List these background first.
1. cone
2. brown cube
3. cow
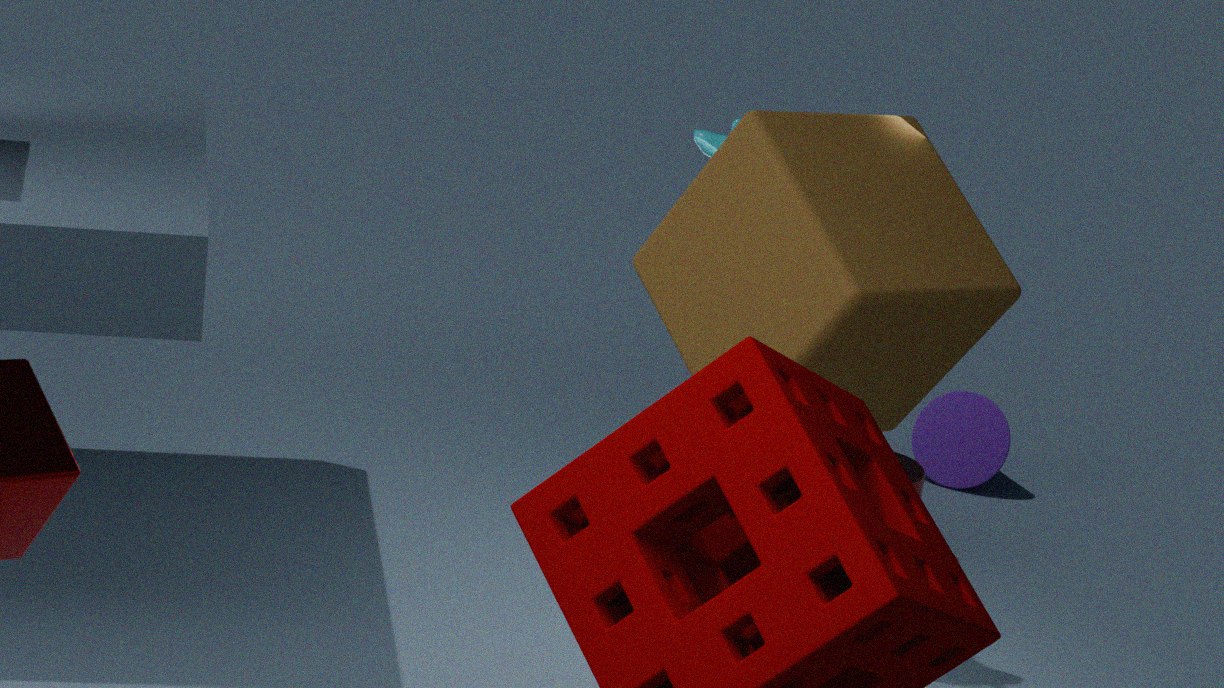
cone
cow
brown cube
